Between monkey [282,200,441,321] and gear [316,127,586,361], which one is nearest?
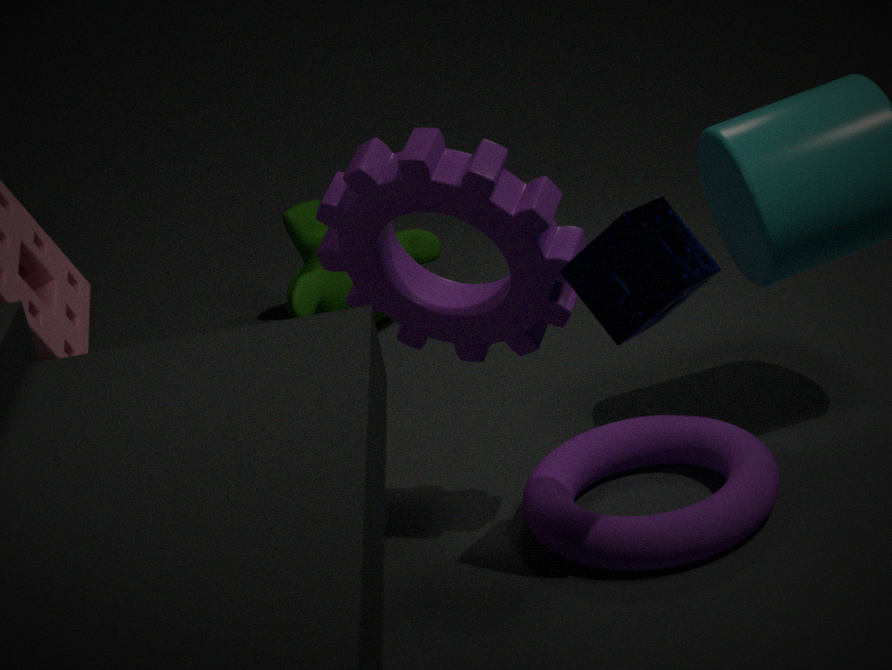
gear [316,127,586,361]
